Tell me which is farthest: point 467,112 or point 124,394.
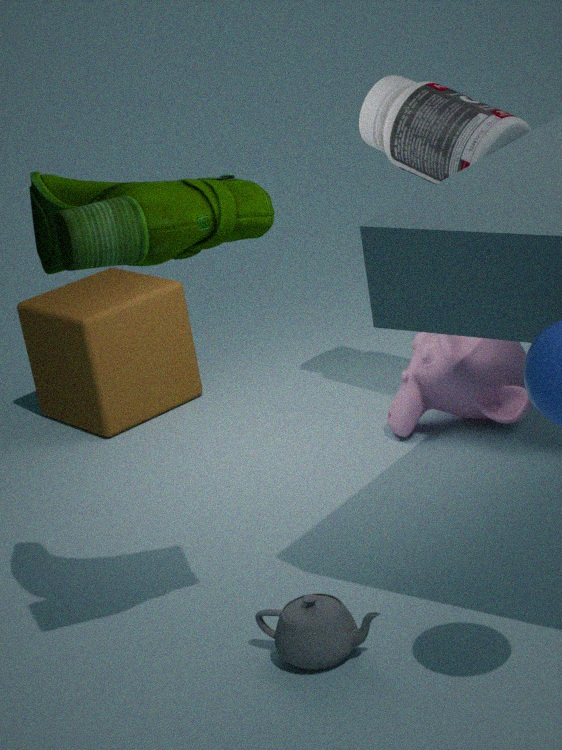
point 124,394
